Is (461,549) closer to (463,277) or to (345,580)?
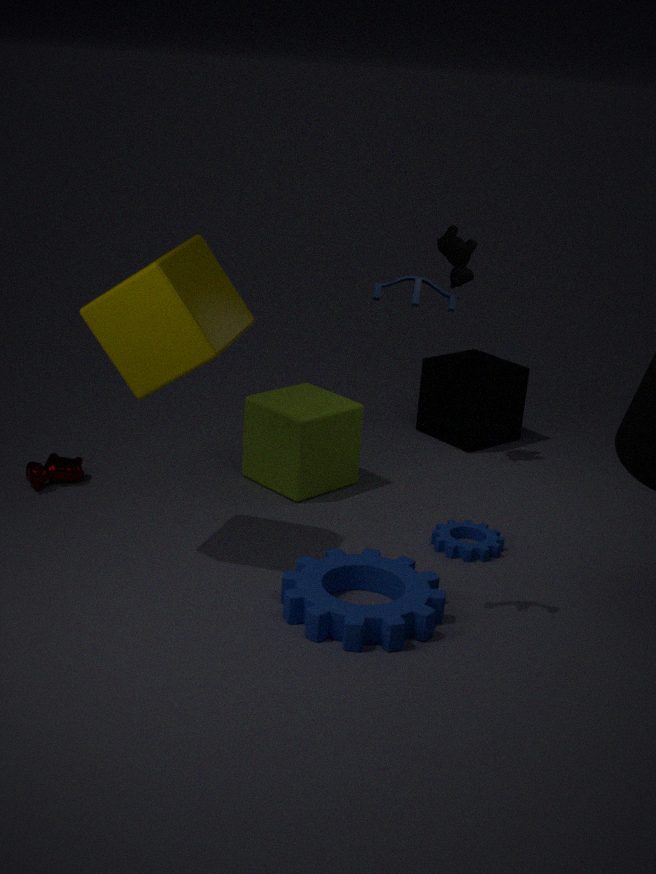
(345,580)
